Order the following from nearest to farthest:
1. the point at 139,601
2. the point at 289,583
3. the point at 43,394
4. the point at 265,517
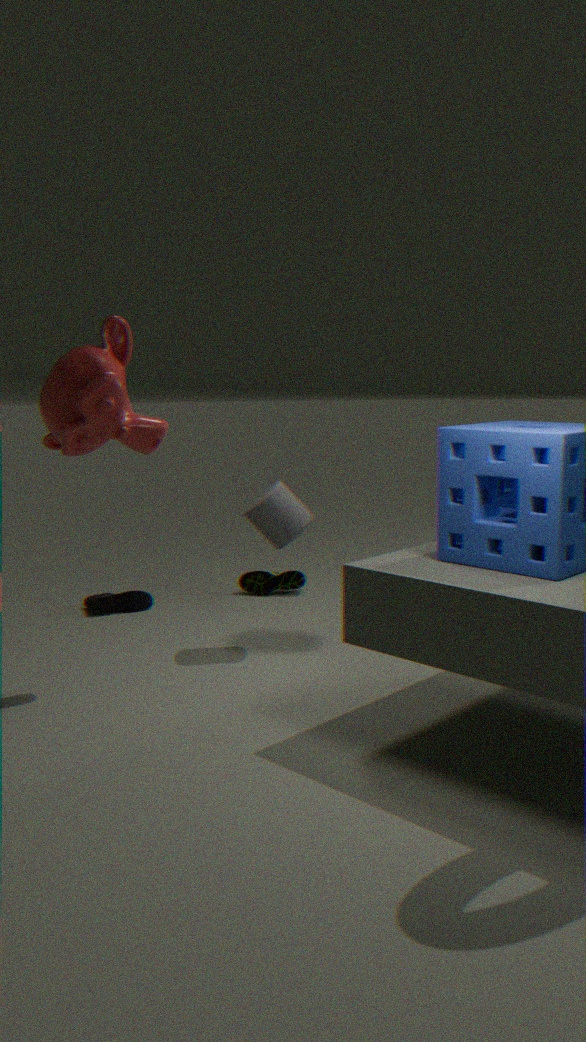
the point at 43,394 < the point at 265,517 < the point at 139,601 < the point at 289,583
